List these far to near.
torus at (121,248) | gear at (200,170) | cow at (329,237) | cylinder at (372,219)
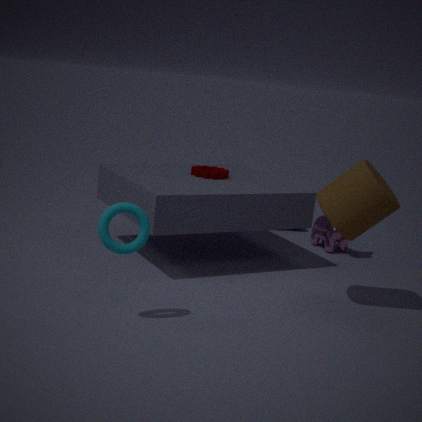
cow at (329,237), gear at (200,170), cylinder at (372,219), torus at (121,248)
